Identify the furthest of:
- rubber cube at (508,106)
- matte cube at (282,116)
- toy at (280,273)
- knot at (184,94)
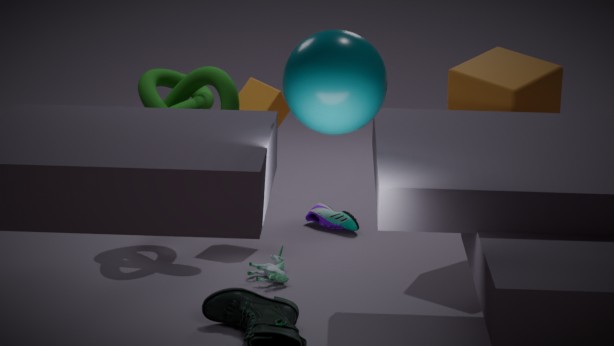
matte cube at (282,116)
